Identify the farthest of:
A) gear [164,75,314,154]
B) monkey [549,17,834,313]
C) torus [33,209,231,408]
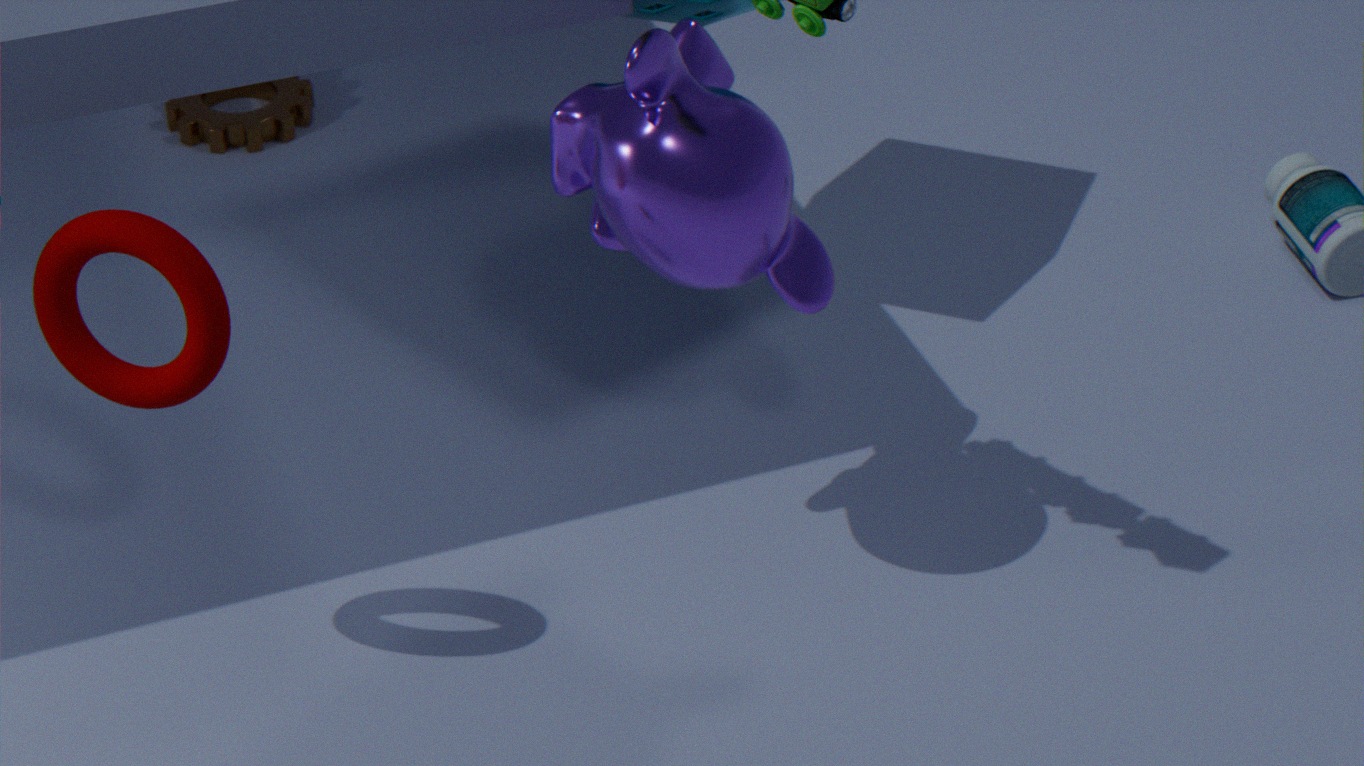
gear [164,75,314,154]
